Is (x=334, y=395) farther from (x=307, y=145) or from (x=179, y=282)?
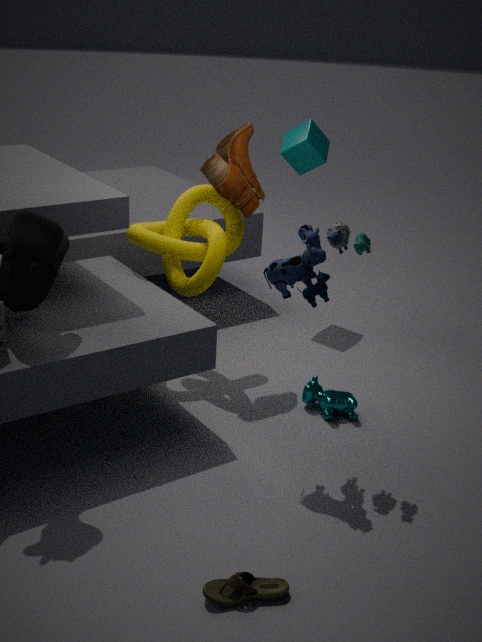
(x=307, y=145)
